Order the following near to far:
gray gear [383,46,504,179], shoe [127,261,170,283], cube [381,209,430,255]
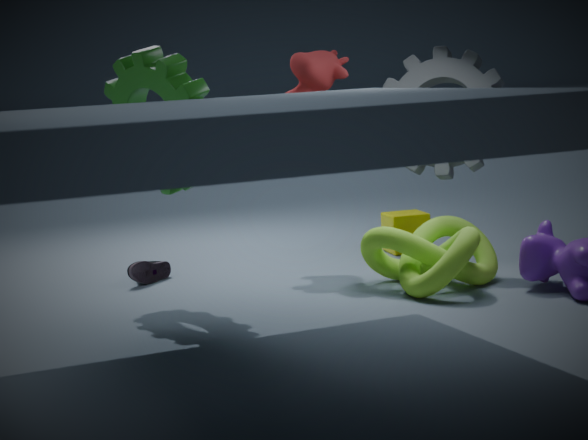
gray gear [383,46,504,179], shoe [127,261,170,283], cube [381,209,430,255]
